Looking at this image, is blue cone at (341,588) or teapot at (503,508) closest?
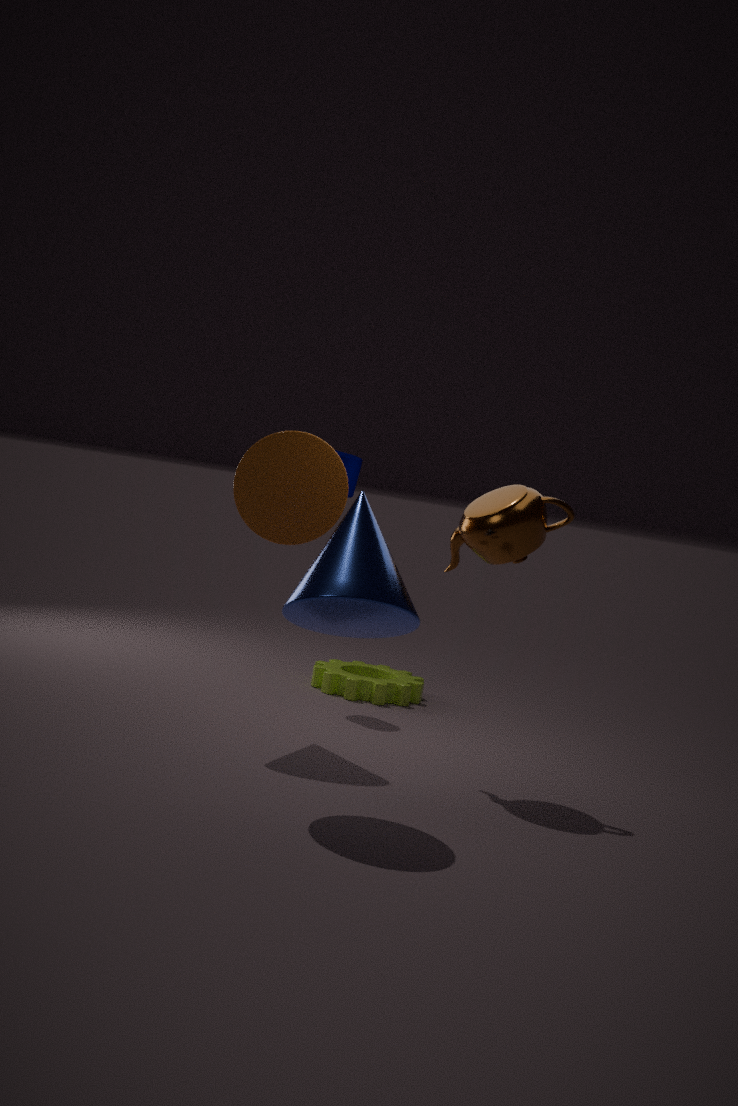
blue cone at (341,588)
